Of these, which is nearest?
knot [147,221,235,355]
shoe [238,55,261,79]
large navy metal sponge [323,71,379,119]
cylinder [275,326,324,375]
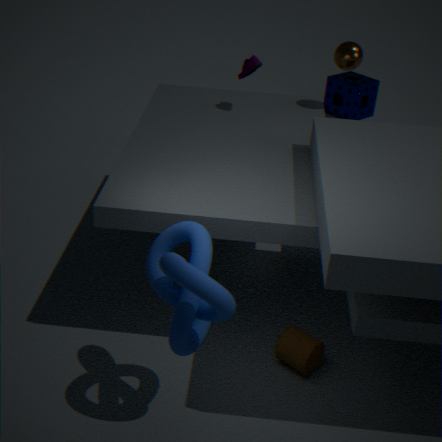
knot [147,221,235,355]
